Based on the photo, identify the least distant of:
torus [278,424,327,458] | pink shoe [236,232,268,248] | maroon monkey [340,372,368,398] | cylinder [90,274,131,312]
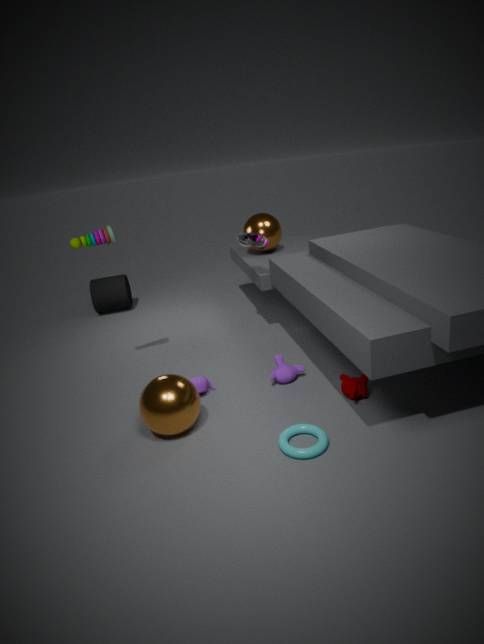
torus [278,424,327,458]
